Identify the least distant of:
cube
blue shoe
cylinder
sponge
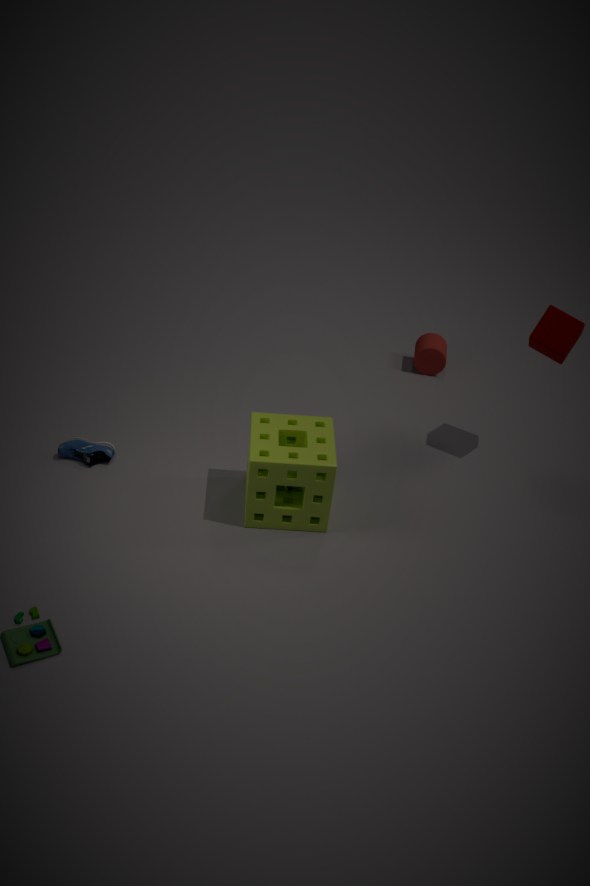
sponge
